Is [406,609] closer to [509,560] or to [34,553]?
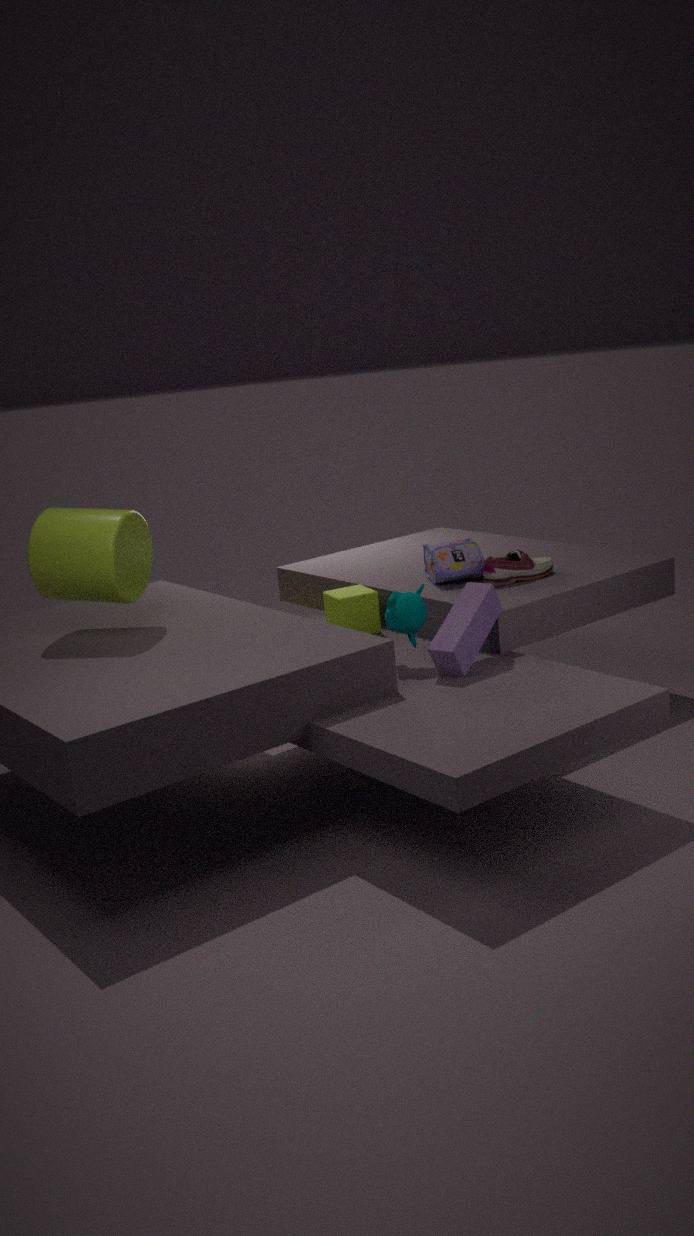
[509,560]
